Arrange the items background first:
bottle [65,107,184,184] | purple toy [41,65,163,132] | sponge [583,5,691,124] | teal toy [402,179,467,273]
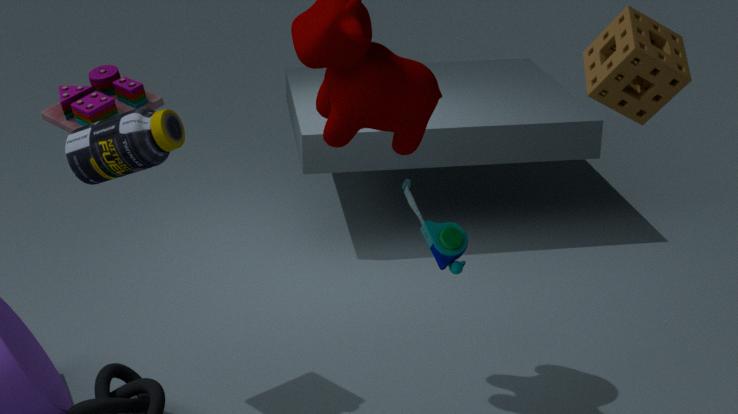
teal toy [402,179,467,273]
purple toy [41,65,163,132]
sponge [583,5,691,124]
bottle [65,107,184,184]
